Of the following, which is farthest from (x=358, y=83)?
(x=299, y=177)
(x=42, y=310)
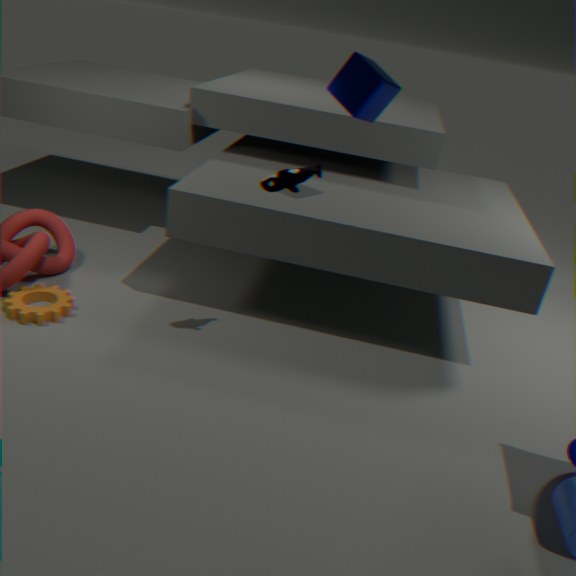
(x=42, y=310)
